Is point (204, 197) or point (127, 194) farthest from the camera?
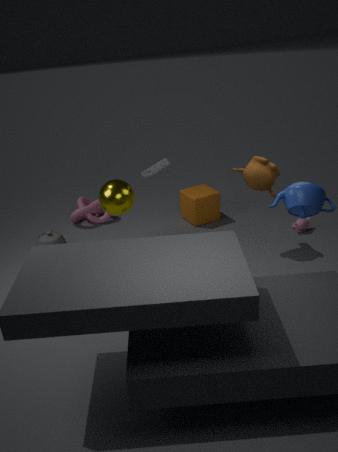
point (204, 197)
